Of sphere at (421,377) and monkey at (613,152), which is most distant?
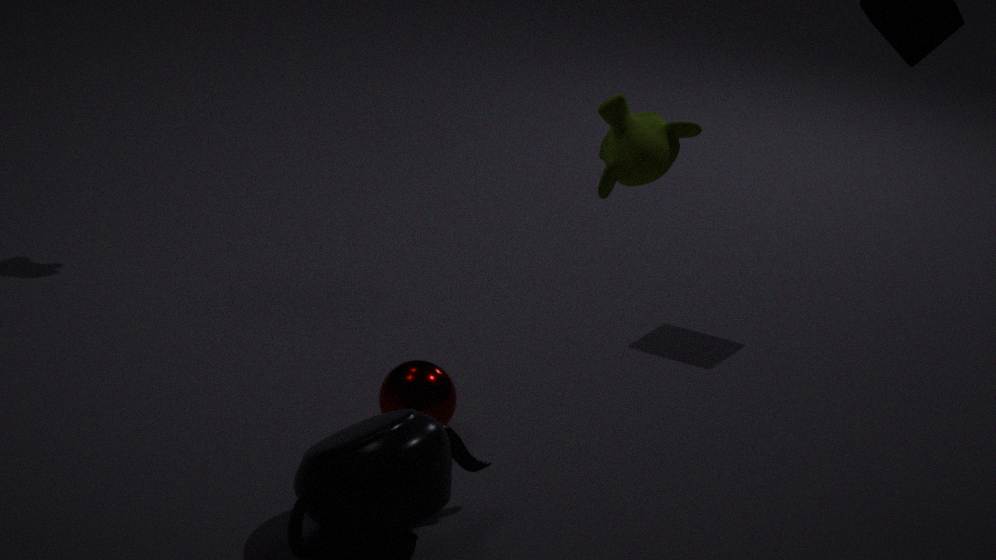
sphere at (421,377)
